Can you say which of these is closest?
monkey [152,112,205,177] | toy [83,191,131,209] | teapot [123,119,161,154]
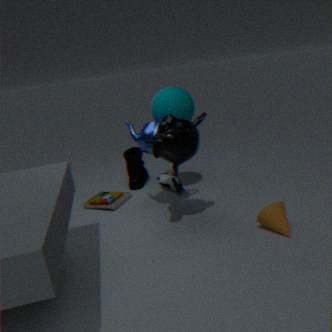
monkey [152,112,205,177]
